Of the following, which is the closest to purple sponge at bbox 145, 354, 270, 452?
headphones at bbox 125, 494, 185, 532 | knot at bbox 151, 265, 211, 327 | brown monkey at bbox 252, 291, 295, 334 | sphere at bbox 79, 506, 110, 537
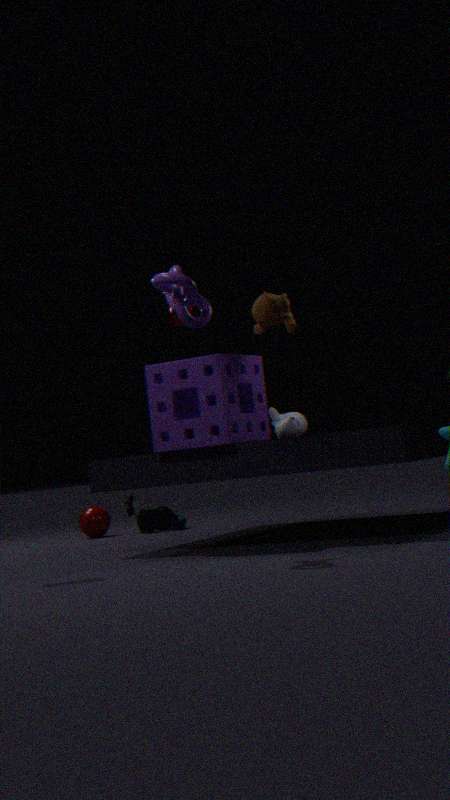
brown monkey at bbox 252, 291, 295, 334
